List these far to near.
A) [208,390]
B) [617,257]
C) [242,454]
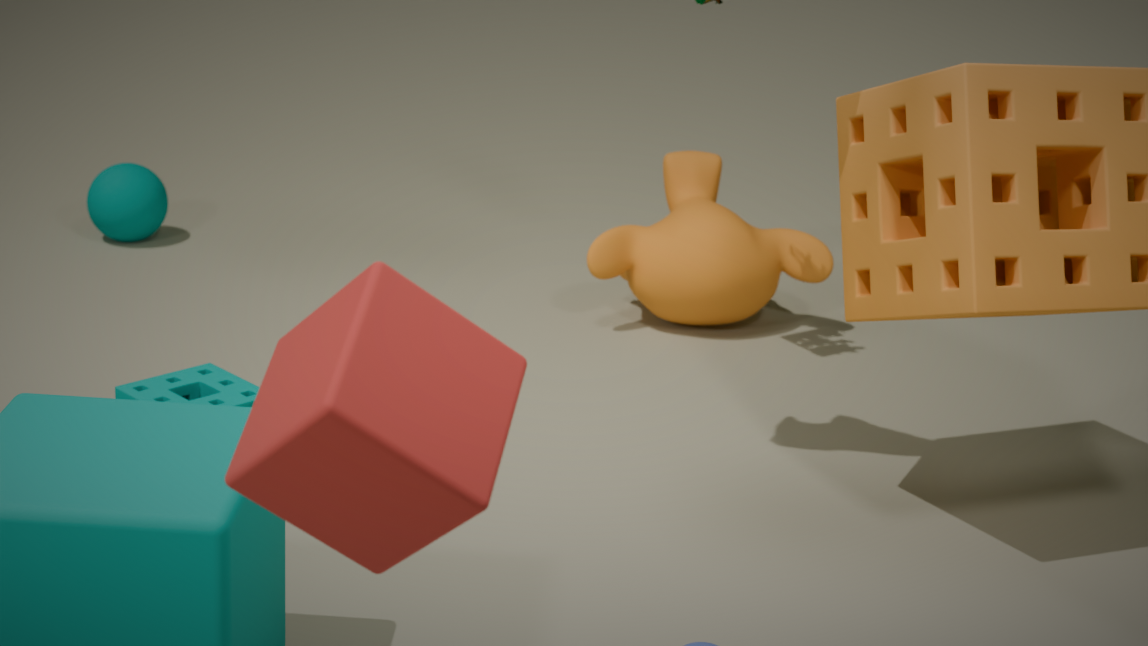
[617,257], [208,390], [242,454]
